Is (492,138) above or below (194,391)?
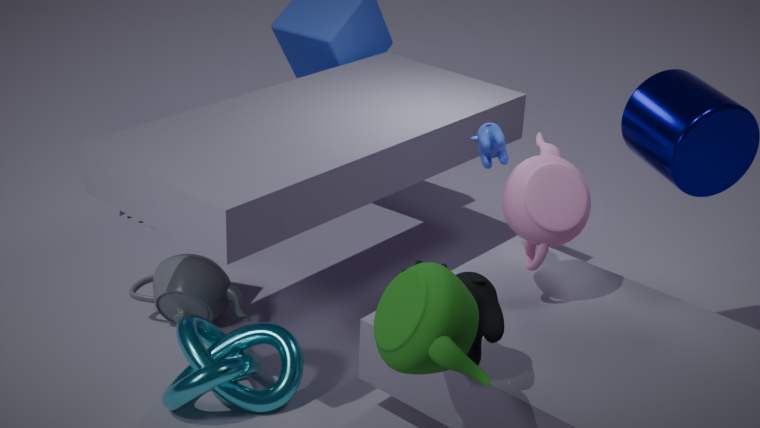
above
